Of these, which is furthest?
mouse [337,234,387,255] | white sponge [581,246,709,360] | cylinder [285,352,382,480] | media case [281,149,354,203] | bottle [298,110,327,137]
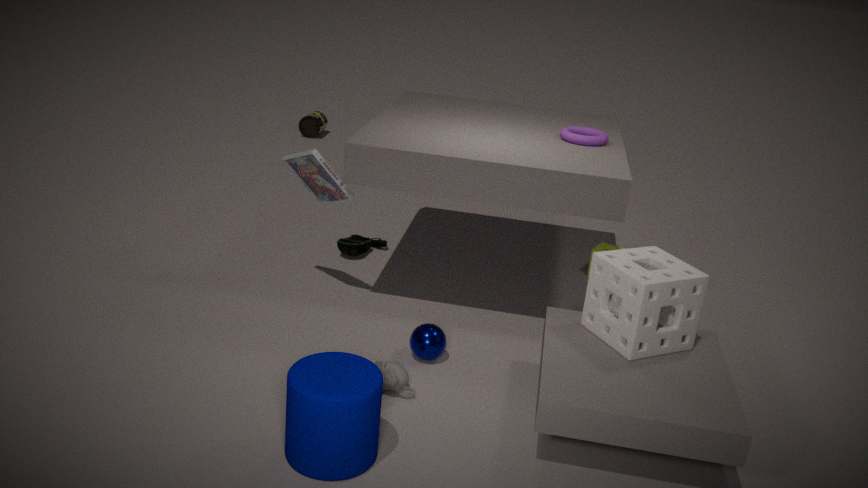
bottle [298,110,327,137]
